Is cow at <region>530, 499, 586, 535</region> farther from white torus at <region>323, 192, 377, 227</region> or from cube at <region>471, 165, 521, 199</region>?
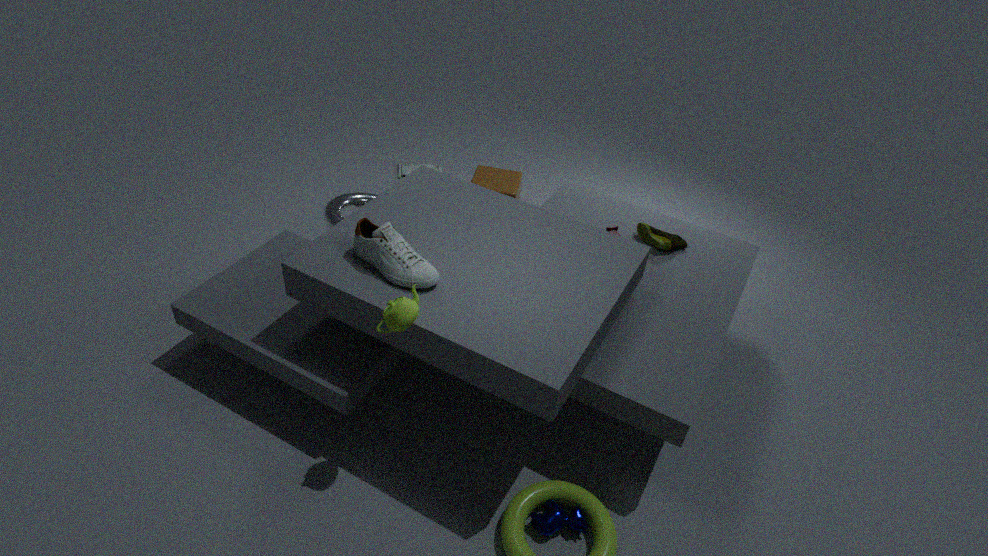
cube at <region>471, 165, 521, 199</region>
